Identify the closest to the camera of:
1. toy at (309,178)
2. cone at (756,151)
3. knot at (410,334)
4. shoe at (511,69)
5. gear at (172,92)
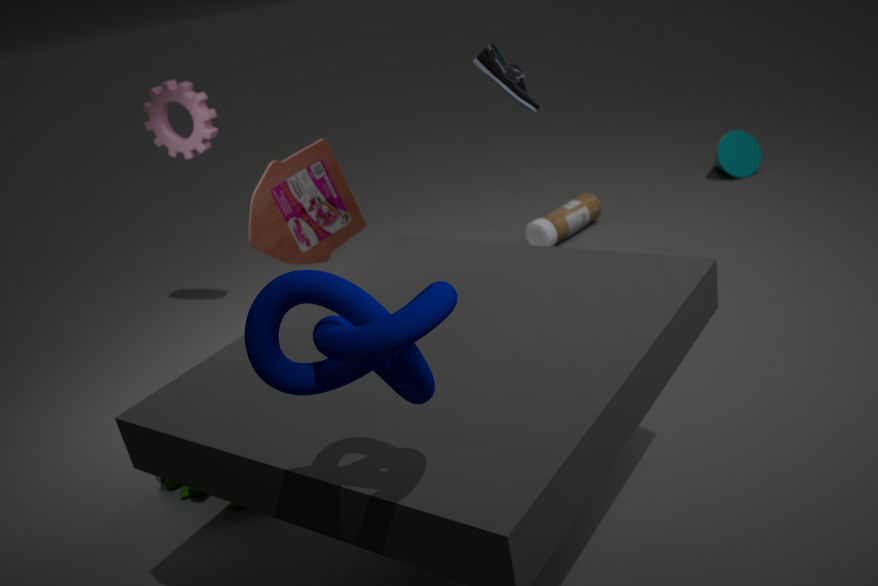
knot at (410,334)
